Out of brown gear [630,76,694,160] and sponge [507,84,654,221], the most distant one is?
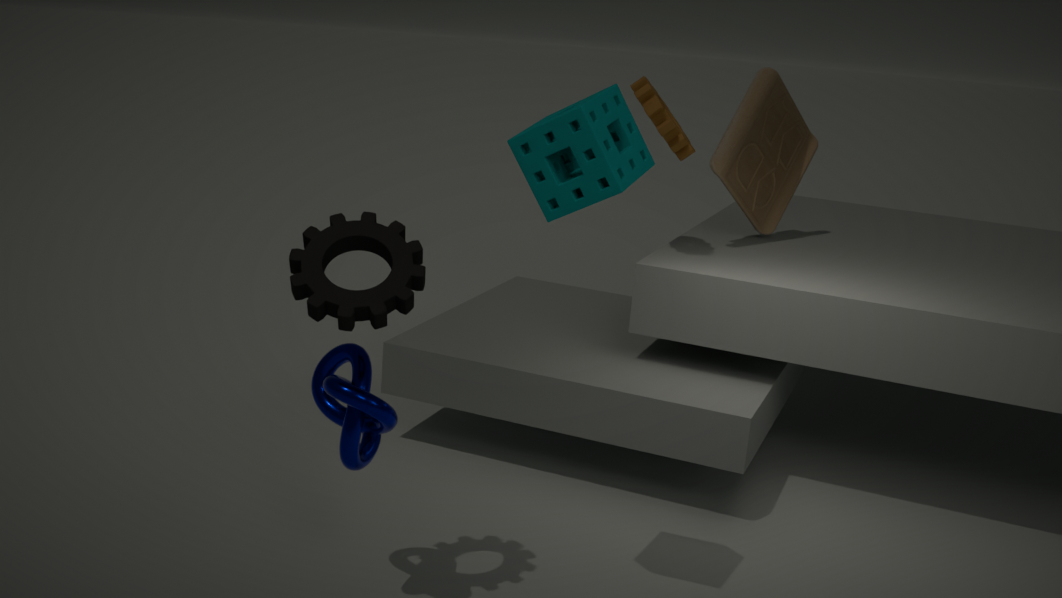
brown gear [630,76,694,160]
